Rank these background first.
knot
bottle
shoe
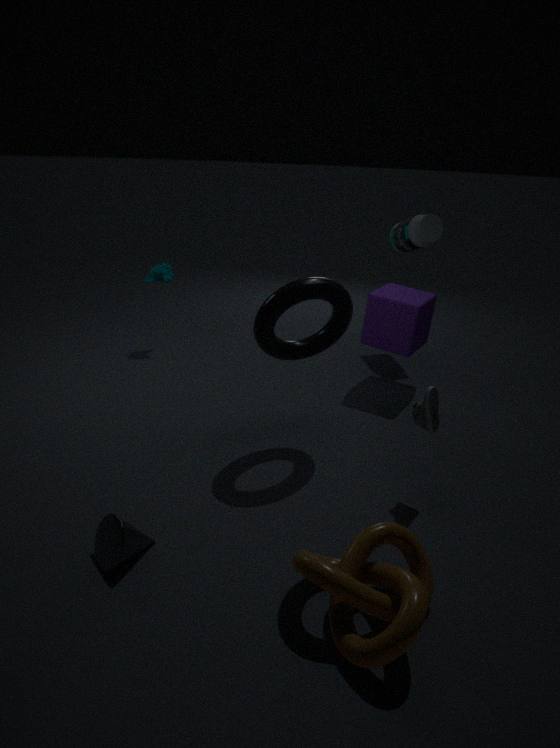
bottle → shoe → knot
